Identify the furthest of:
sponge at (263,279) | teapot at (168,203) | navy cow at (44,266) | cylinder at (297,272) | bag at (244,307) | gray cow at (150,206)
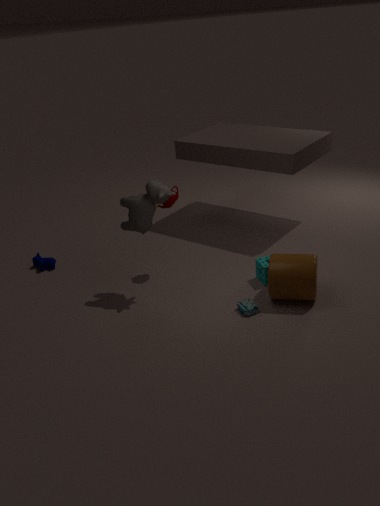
navy cow at (44,266)
